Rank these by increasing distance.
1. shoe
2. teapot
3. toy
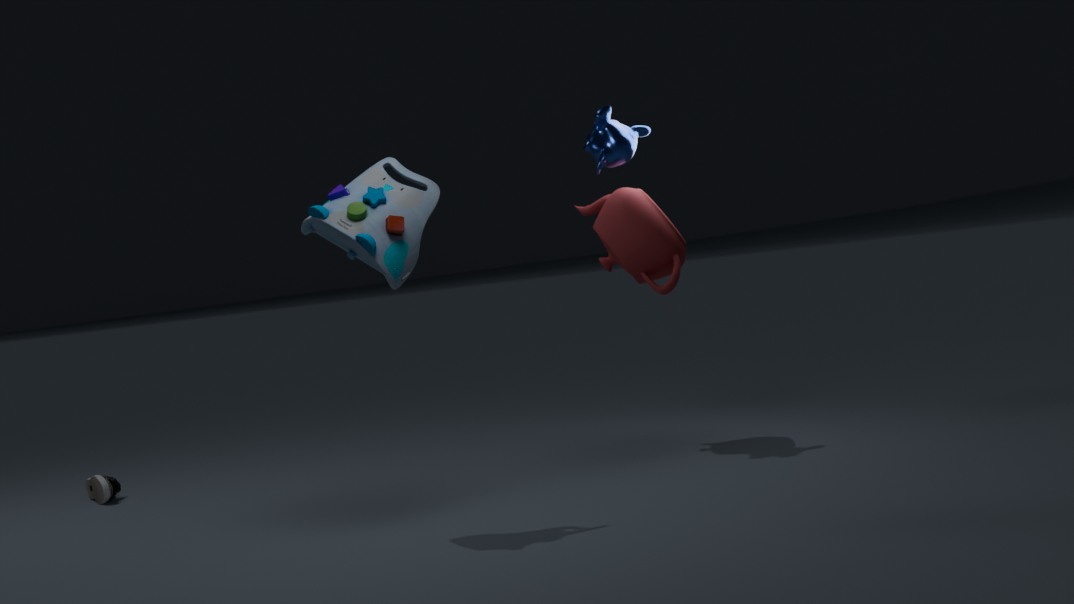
toy, teapot, shoe
